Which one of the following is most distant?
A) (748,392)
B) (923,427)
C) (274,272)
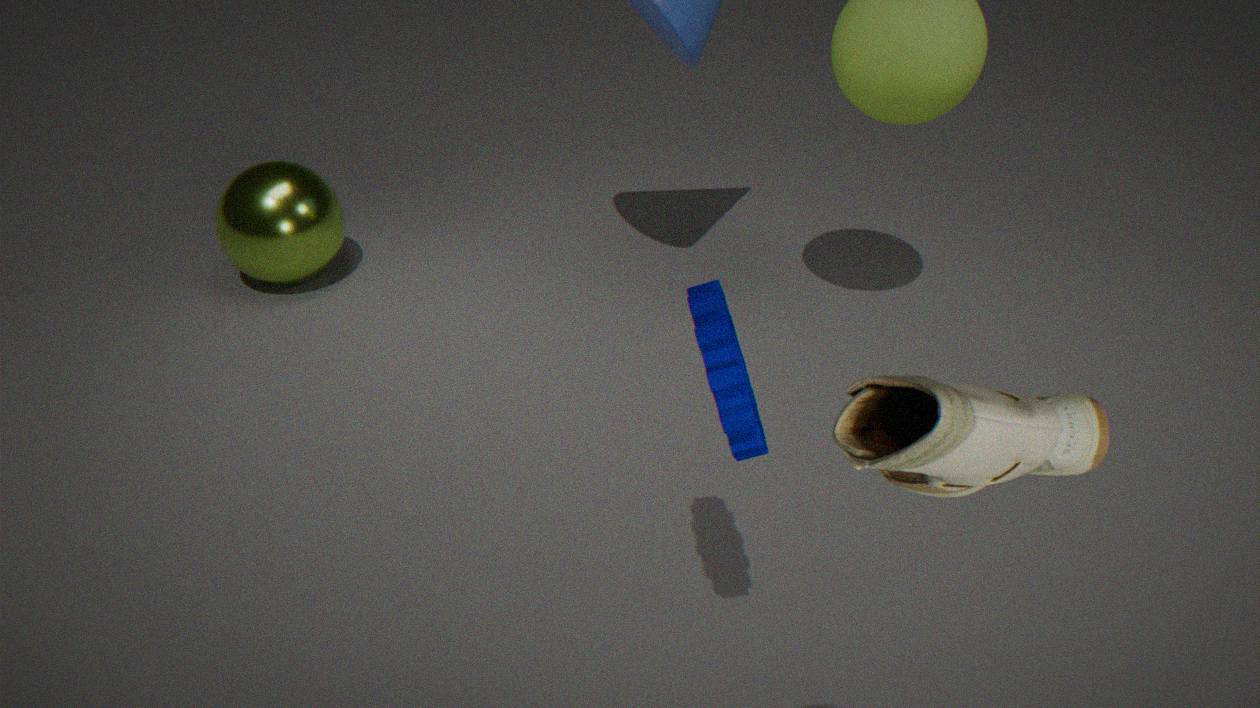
(274,272)
